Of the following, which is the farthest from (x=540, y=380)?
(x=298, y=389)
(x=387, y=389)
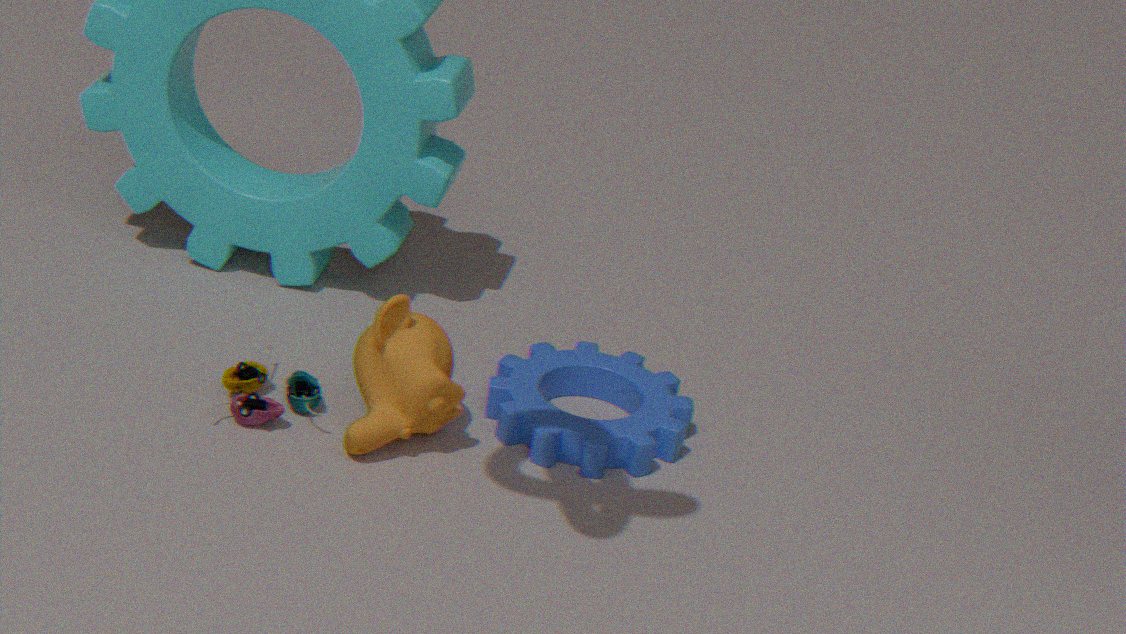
(x=298, y=389)
